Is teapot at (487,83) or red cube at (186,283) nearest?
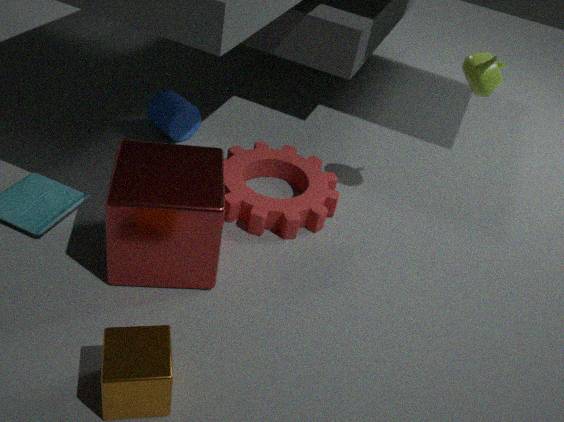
red cube at (186,283)
